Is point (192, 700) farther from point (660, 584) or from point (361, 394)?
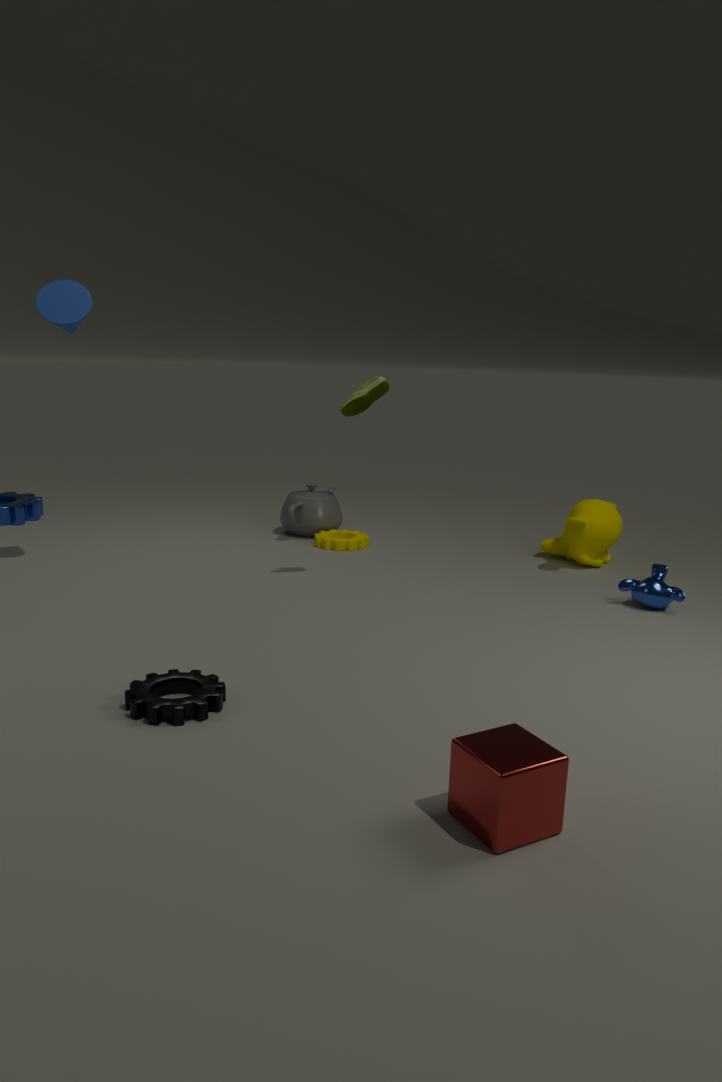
point (660, 584)
